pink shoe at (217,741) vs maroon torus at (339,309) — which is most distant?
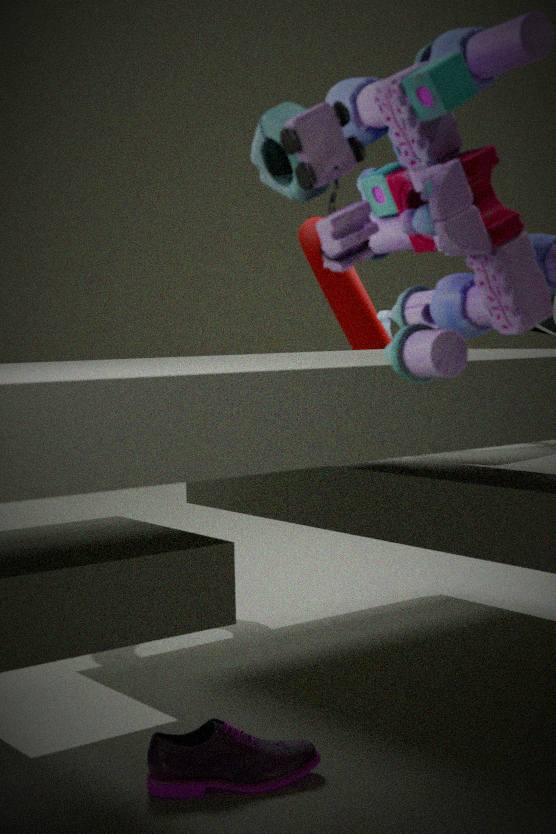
maroon torus at (339,309)
